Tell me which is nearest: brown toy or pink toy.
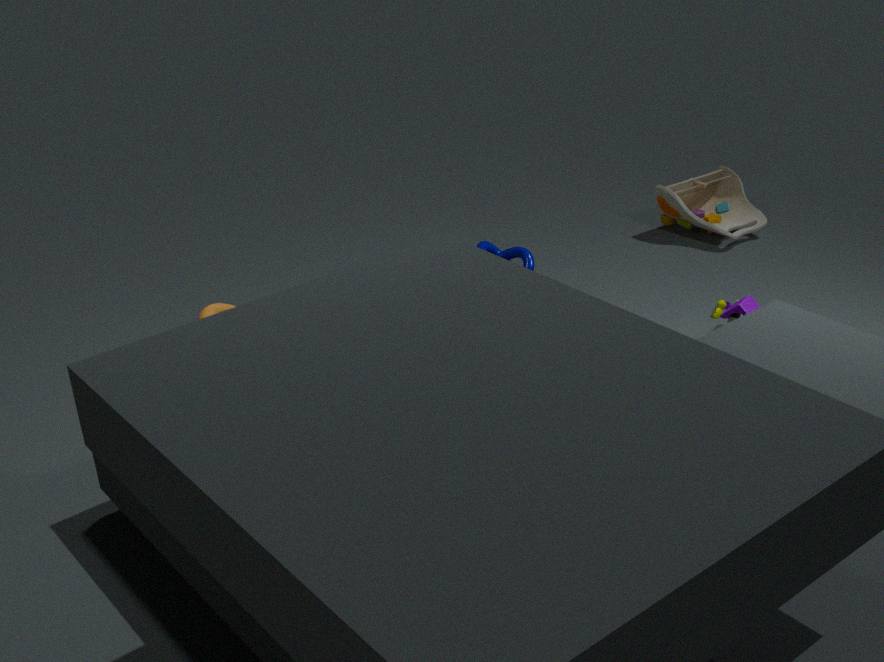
pink toy
